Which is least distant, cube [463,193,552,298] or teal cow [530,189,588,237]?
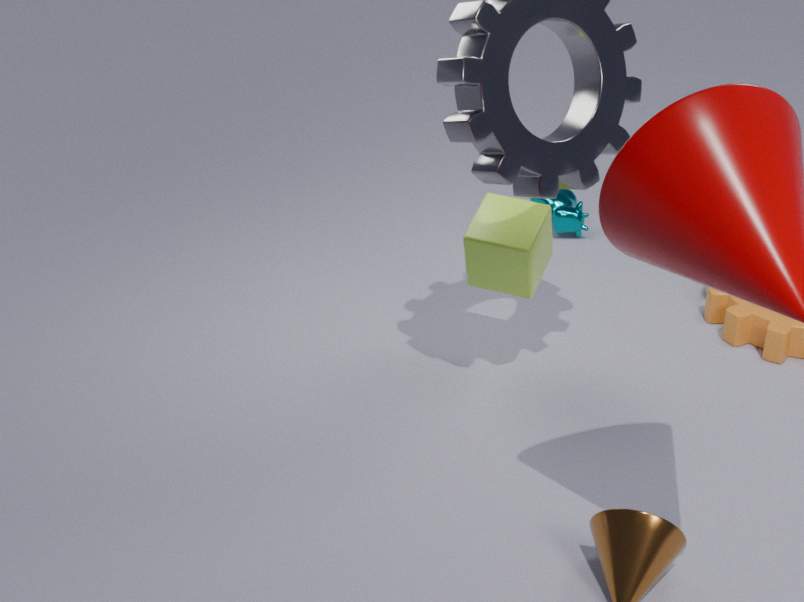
cube [463,193,552,298]
